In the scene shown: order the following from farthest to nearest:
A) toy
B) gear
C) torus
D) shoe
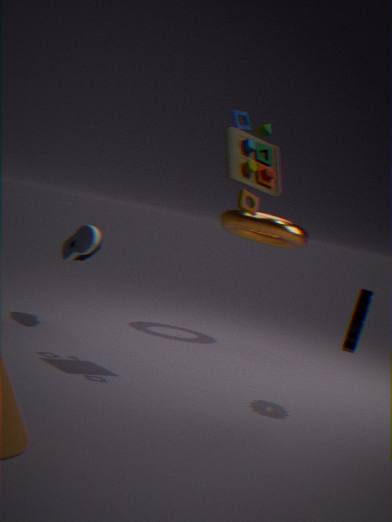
torus < shoe < gear < toy
